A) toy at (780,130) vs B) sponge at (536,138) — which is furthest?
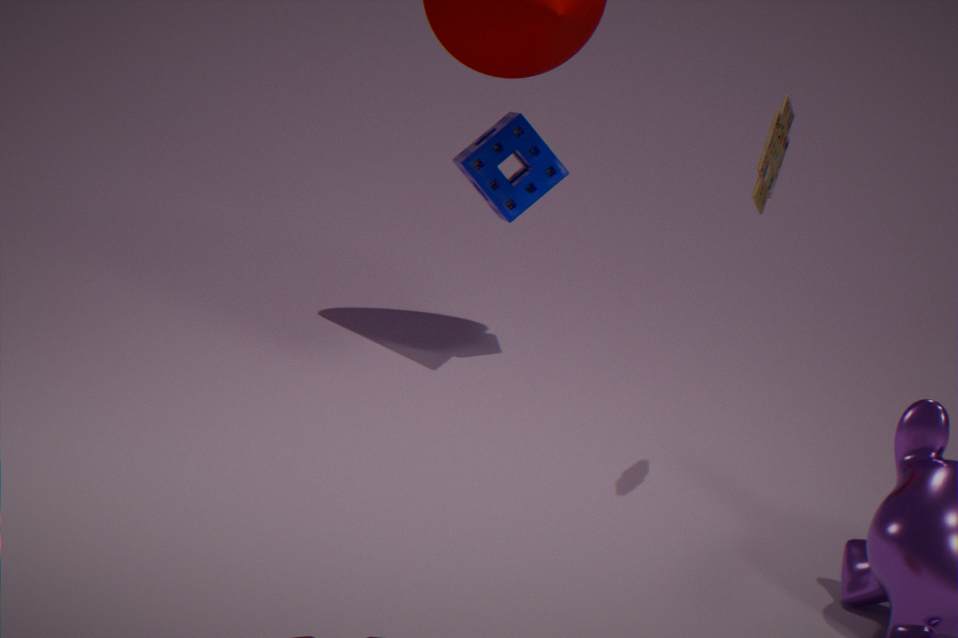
B. sponge at (536,138)
